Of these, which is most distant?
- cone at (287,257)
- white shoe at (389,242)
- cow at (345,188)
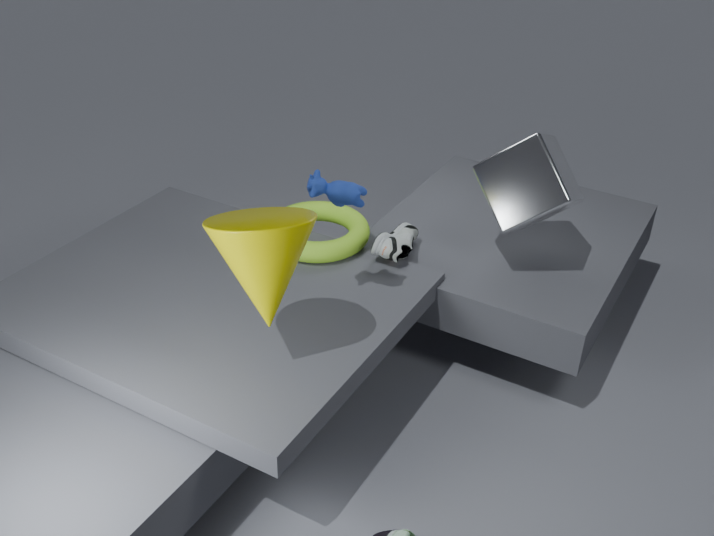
white shoe at (389,242)
